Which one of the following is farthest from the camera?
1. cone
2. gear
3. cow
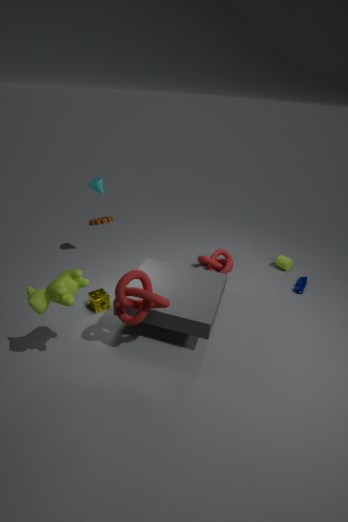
cone
